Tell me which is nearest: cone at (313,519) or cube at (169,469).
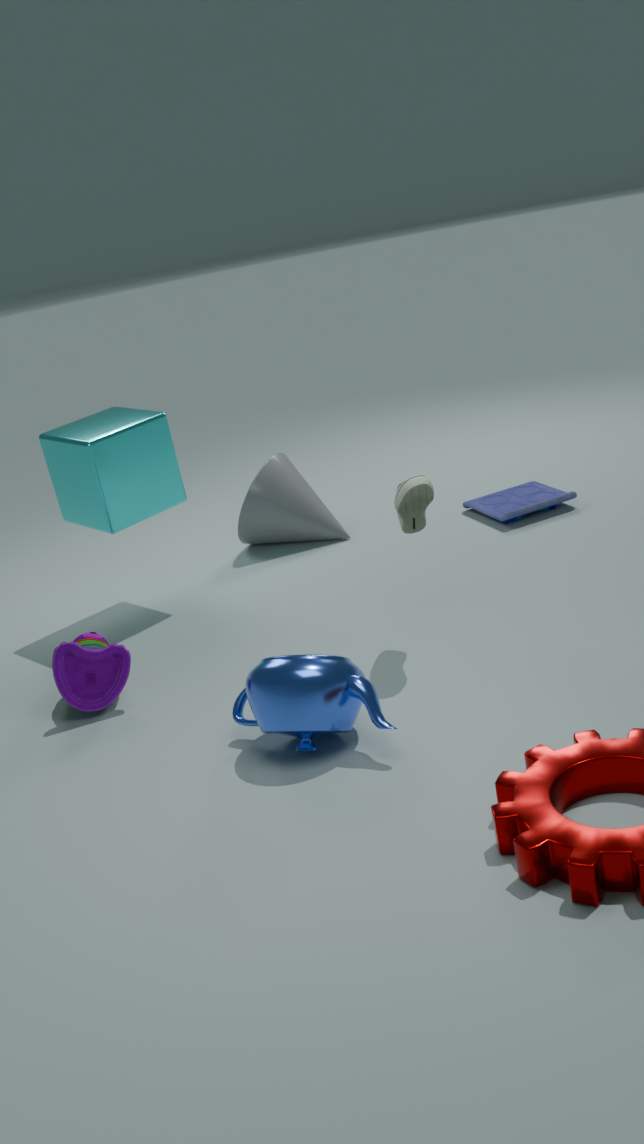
cube at (169,469)
